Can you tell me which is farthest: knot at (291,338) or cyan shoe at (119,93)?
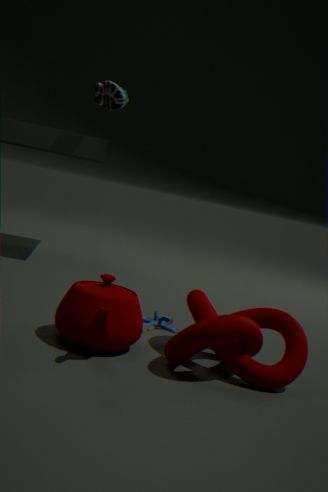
cyan shoe at (119,93)
